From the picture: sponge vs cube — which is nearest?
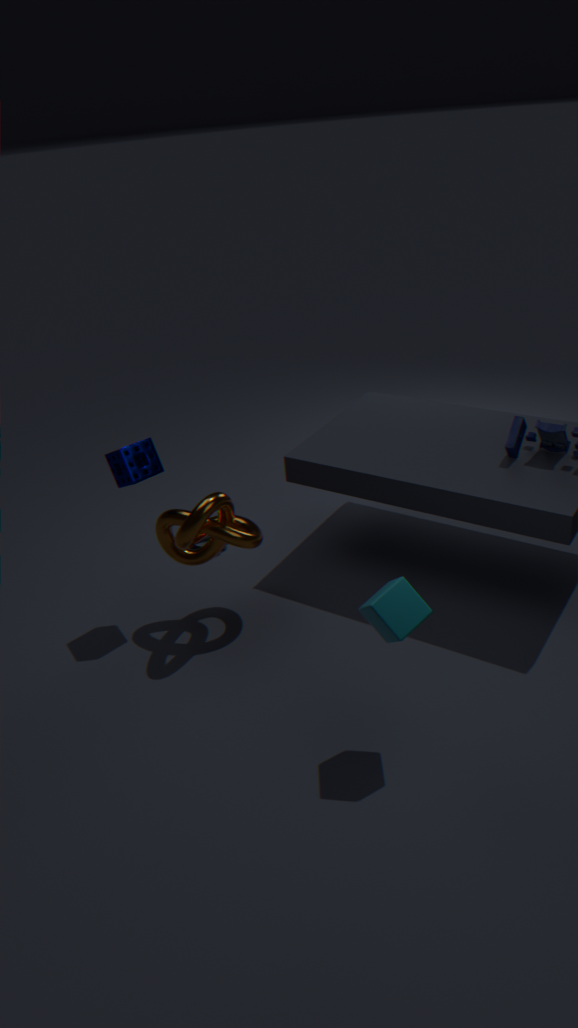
cube
